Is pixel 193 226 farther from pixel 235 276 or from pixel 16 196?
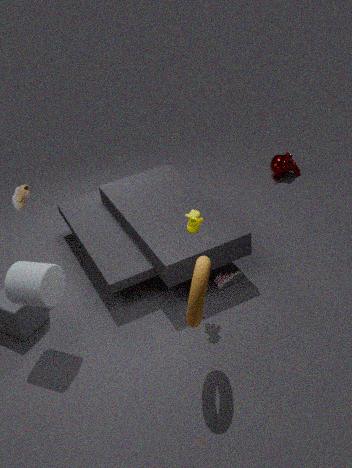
pixel 16 196
